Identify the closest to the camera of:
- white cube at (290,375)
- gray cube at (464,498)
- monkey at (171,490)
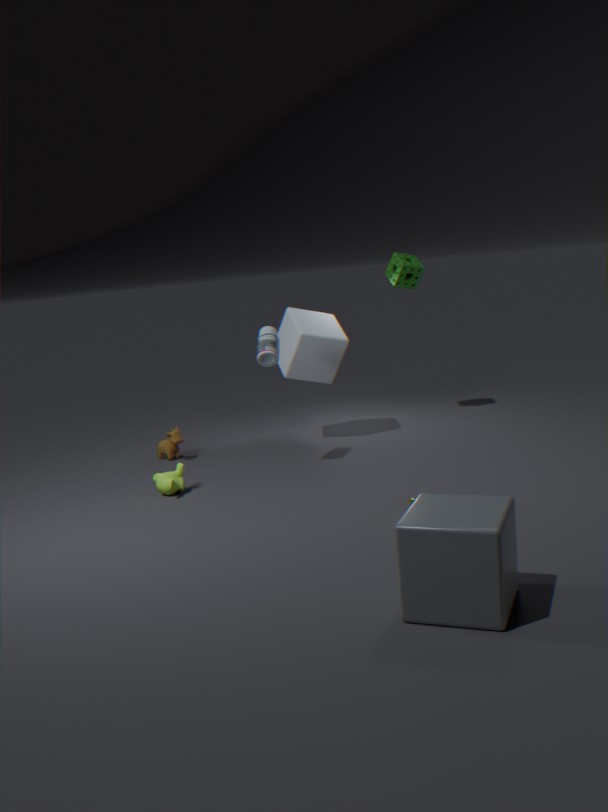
gray cube at (464,498)
